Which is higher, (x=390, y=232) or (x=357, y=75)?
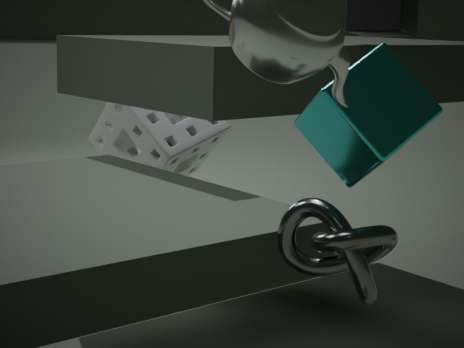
(x=357, y=75)
